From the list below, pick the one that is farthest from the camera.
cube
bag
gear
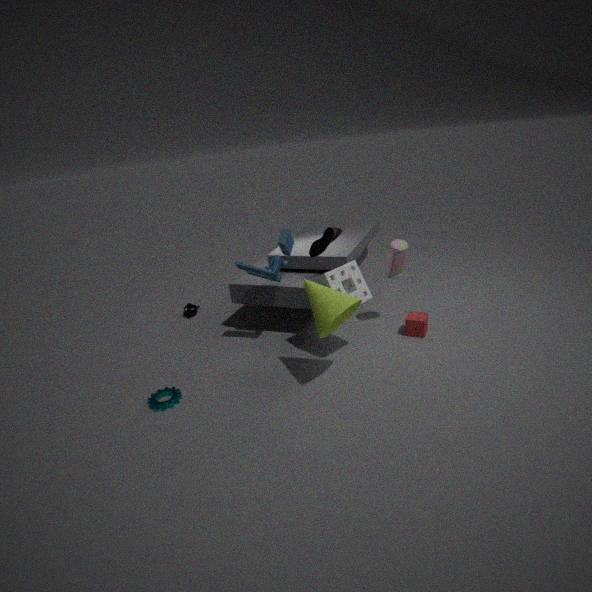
cube
